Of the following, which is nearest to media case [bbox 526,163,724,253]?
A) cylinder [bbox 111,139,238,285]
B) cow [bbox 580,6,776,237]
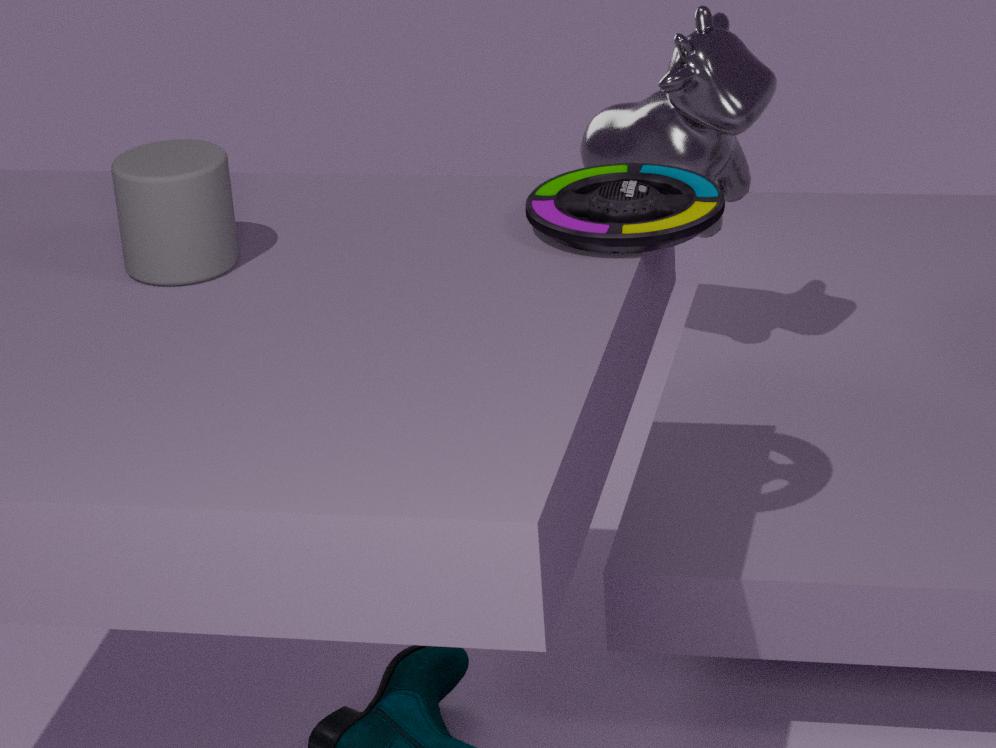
cylinder [bbox 111,139,238,285]
